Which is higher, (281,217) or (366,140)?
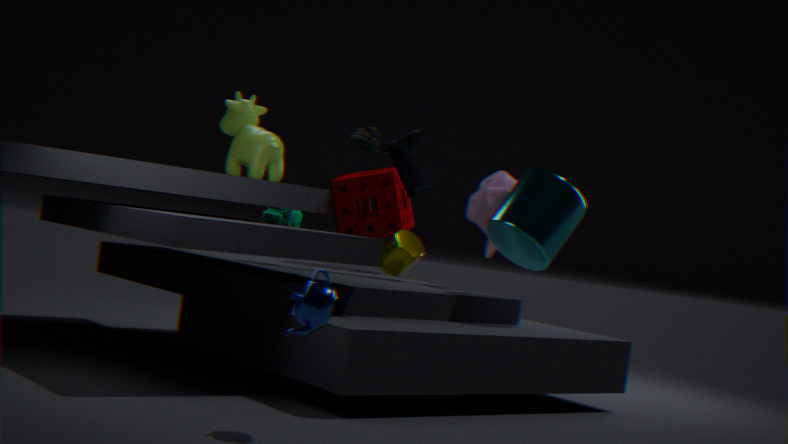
(366,140)
